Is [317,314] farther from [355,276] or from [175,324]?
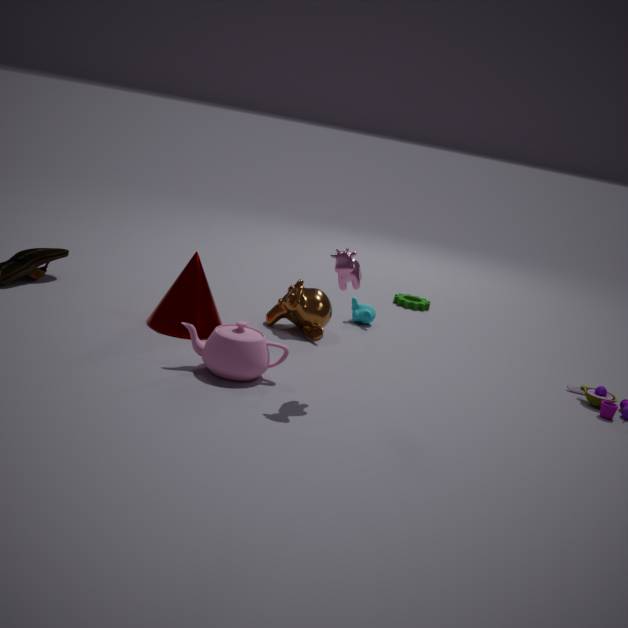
[355,276]
